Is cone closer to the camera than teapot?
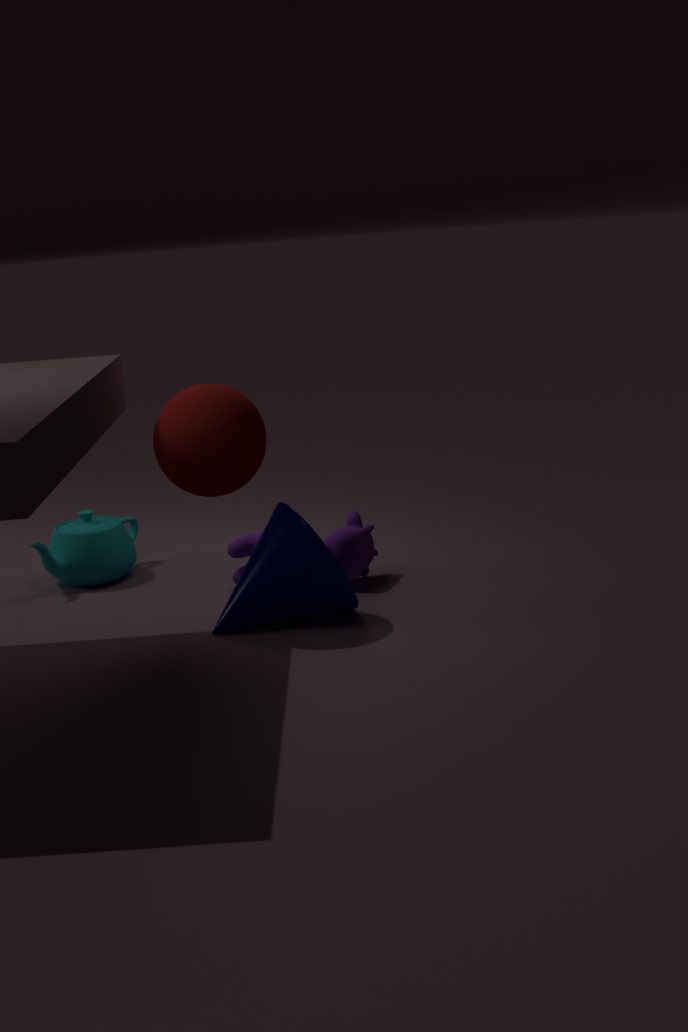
Yes
